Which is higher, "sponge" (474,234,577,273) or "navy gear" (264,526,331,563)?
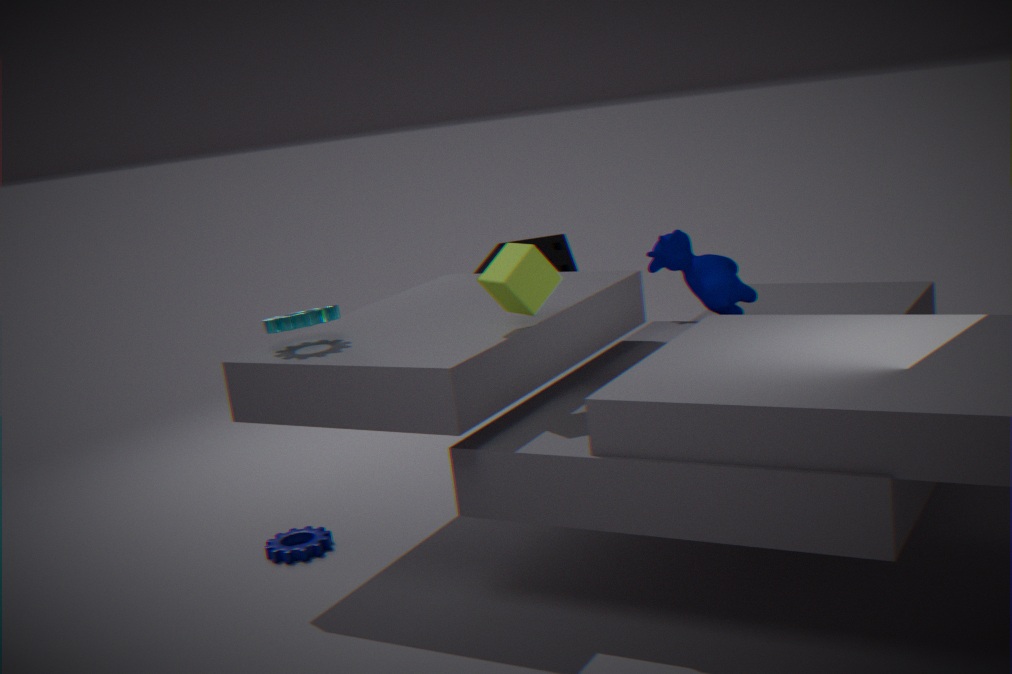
"sponge" (474,234,577,273)
